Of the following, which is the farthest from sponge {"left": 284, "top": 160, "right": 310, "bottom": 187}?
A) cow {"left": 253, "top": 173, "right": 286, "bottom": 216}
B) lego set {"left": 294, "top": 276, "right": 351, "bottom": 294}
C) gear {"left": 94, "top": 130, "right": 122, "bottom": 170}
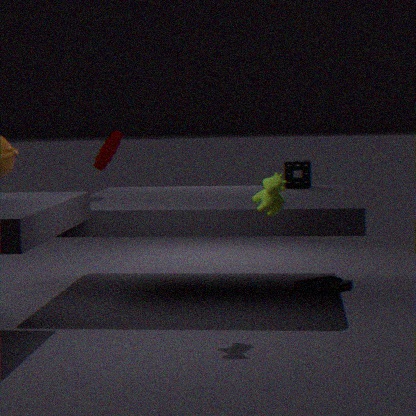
cow {"left": 253, "top": 173, "right": 286, "bottom": 216}
